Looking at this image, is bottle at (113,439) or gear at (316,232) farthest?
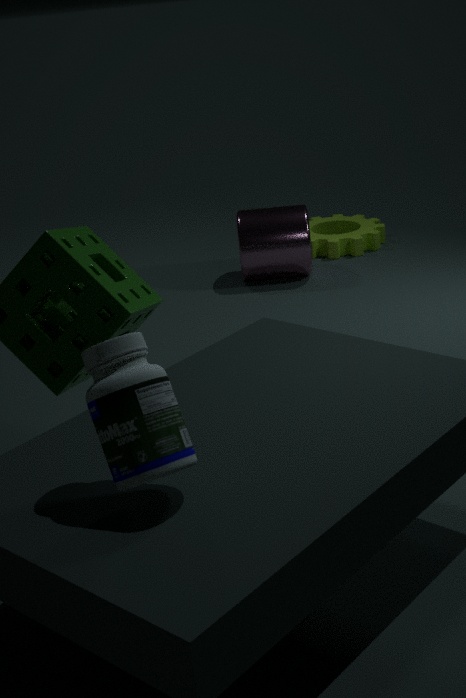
gear at (316,232)
